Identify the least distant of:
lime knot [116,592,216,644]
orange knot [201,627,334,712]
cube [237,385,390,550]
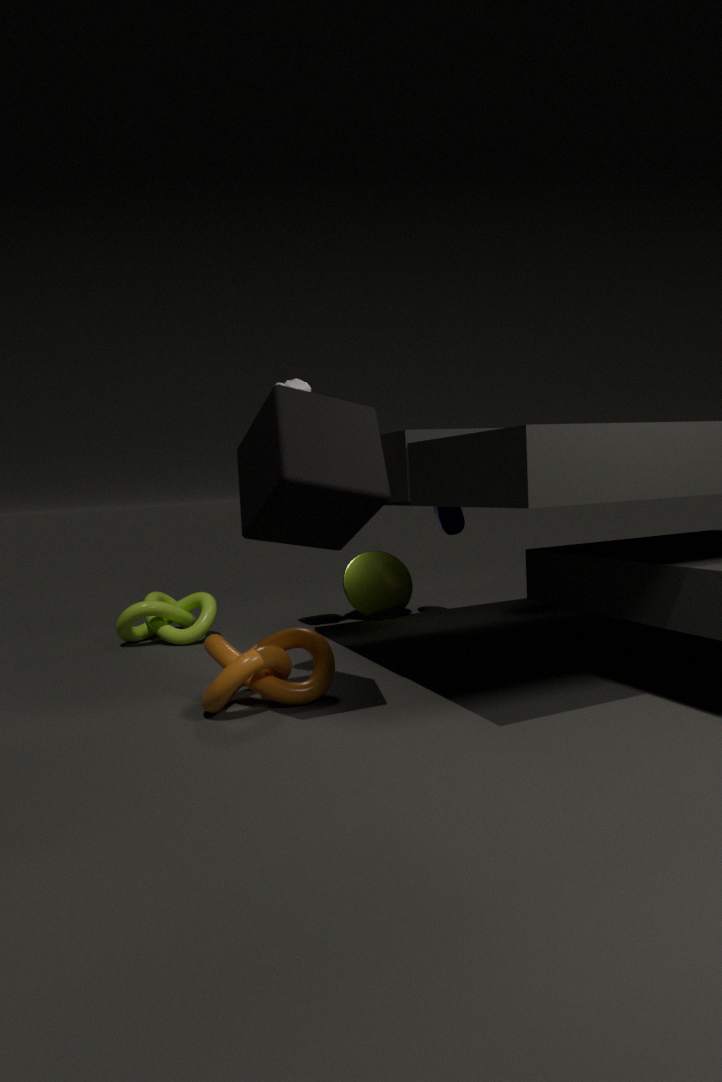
cube [237,385,390,550]
